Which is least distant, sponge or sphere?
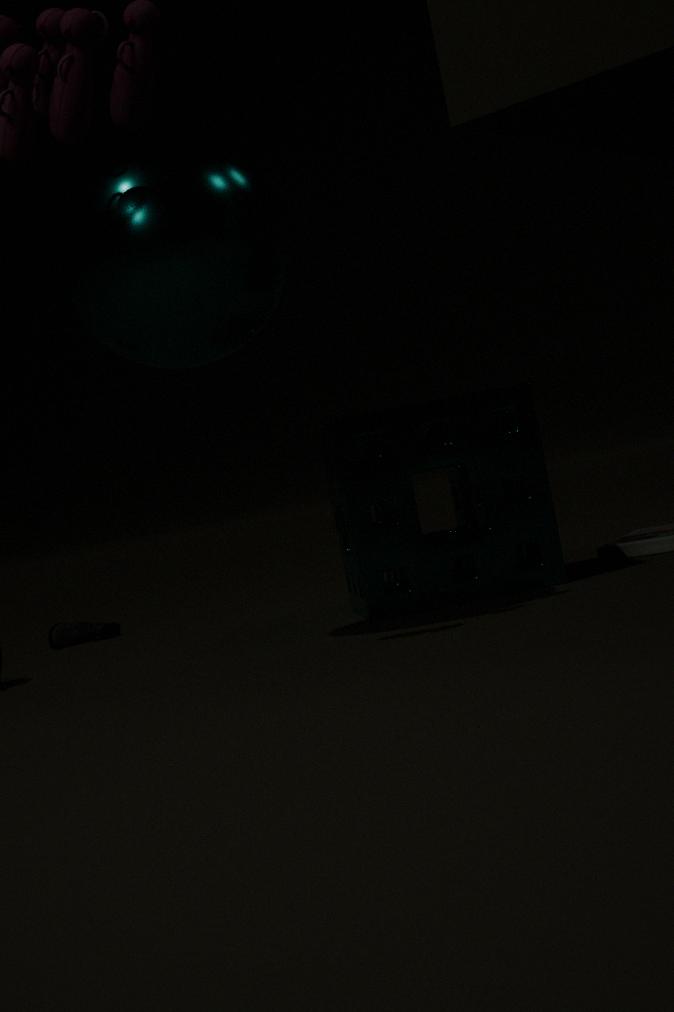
sphere
